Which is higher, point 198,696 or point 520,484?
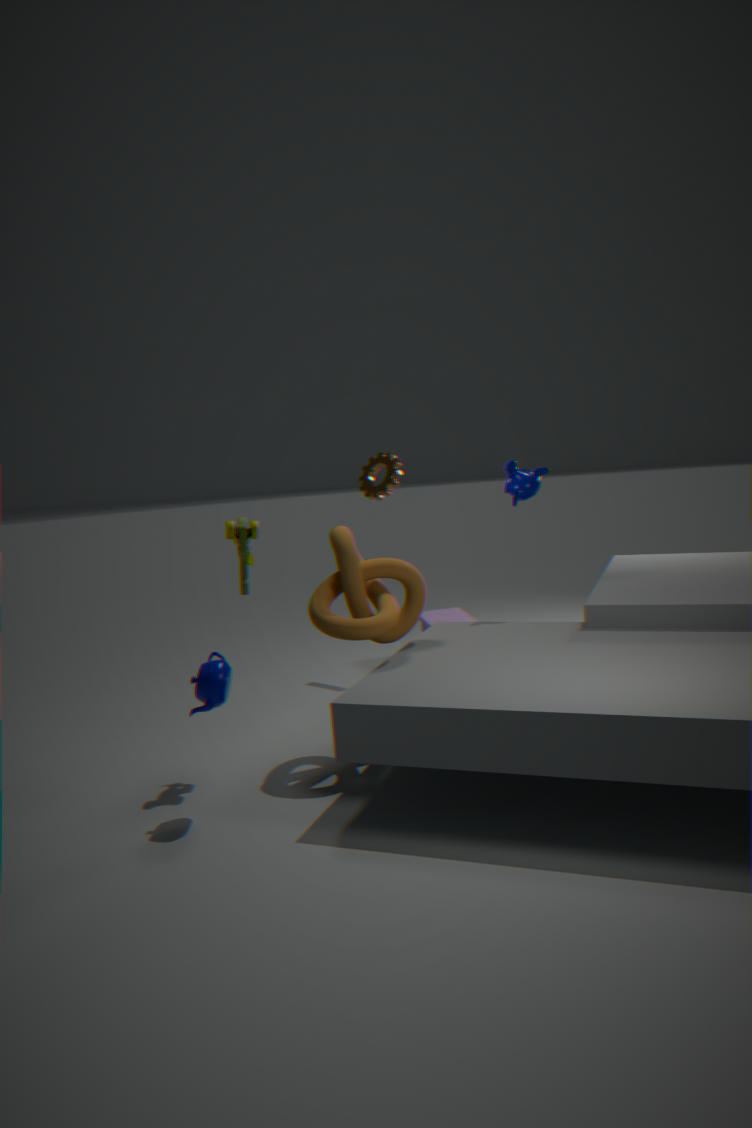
point 520,484
